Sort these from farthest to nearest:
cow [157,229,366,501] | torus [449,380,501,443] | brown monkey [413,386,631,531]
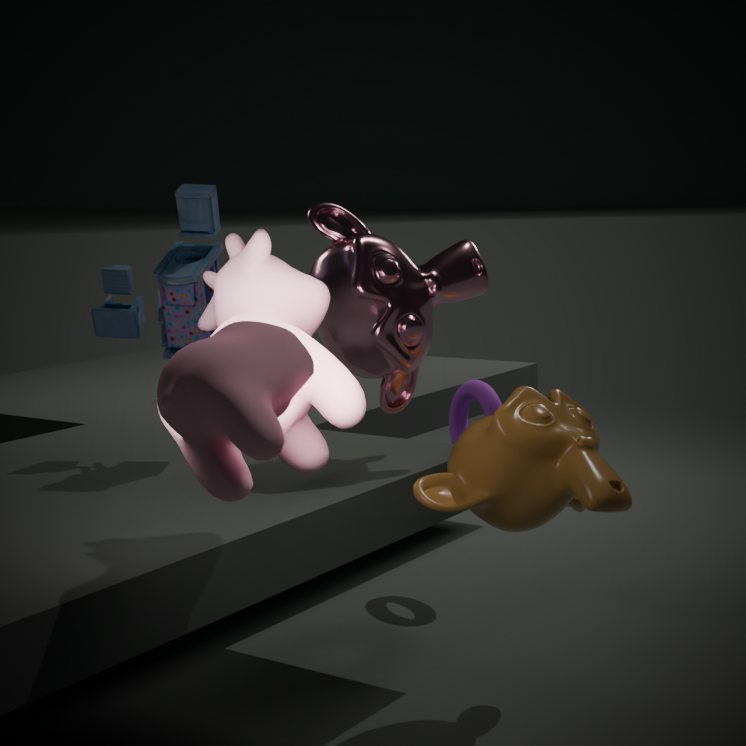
torus [449,380,501,443] < brown monkey [413,386,631,531] < cow [157,229,366,501]
